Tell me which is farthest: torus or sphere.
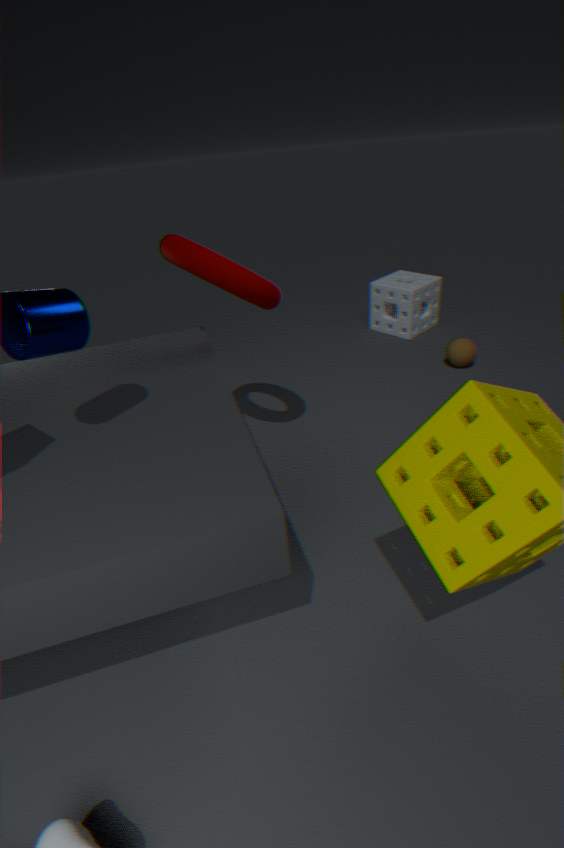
sphere
